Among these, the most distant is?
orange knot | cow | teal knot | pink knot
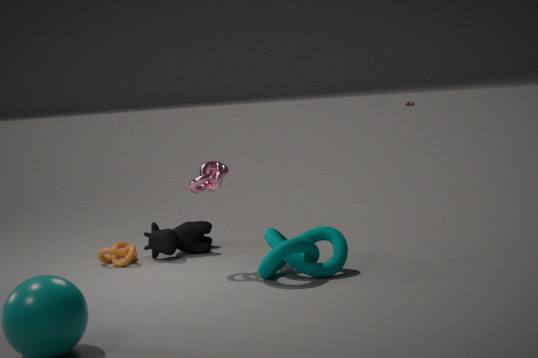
cow
